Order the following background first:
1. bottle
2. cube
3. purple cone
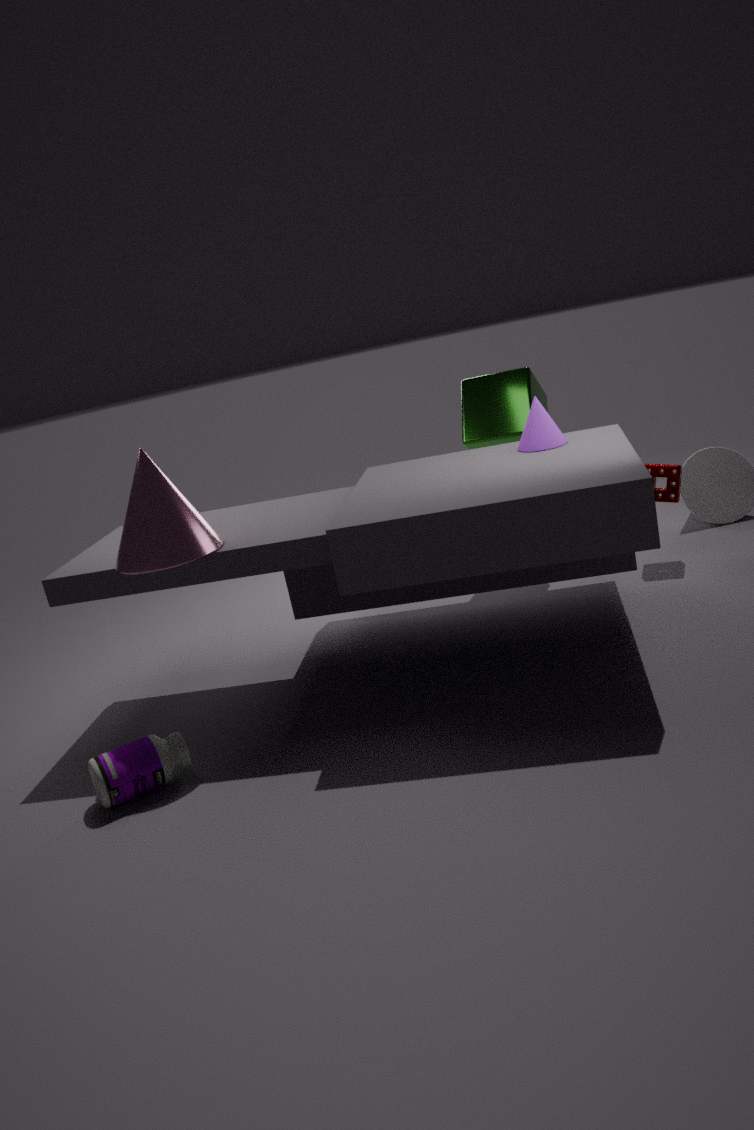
cube → purple cone → bottle
